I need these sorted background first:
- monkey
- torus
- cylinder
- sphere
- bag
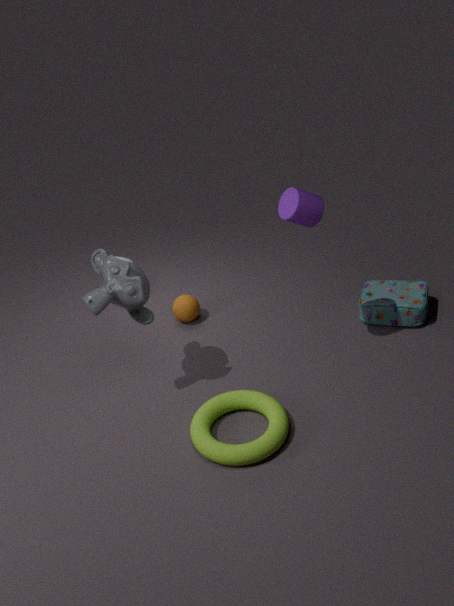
sphere
bag
monkey
cylinder
torus
